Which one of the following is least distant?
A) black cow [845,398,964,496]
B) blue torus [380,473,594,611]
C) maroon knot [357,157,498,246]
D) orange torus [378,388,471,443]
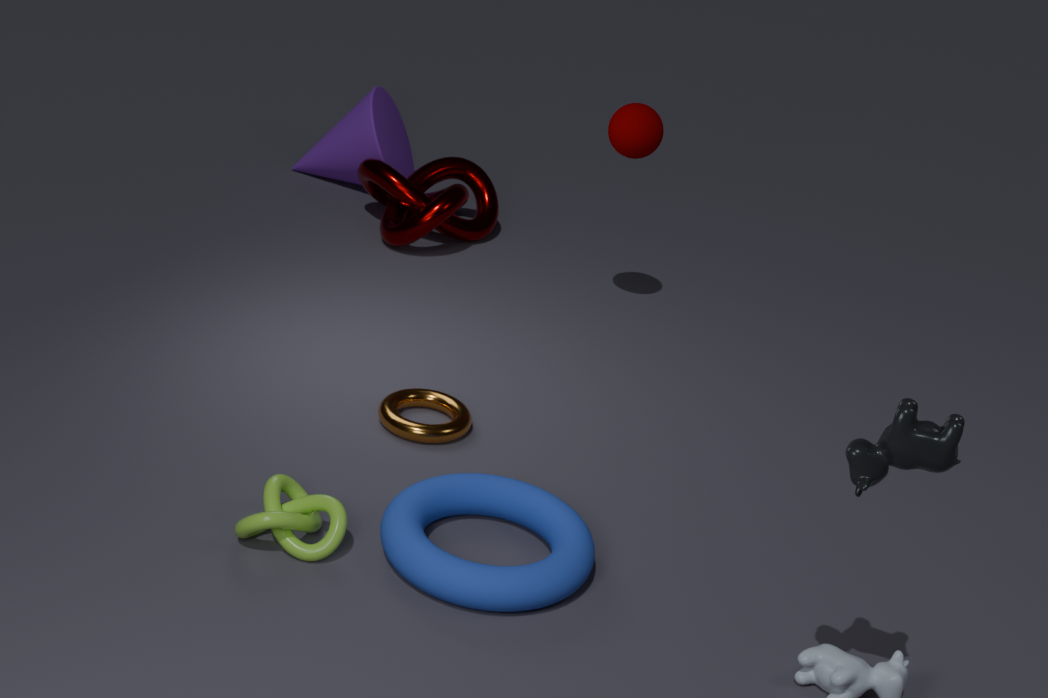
black cow [845,398,964,496]
